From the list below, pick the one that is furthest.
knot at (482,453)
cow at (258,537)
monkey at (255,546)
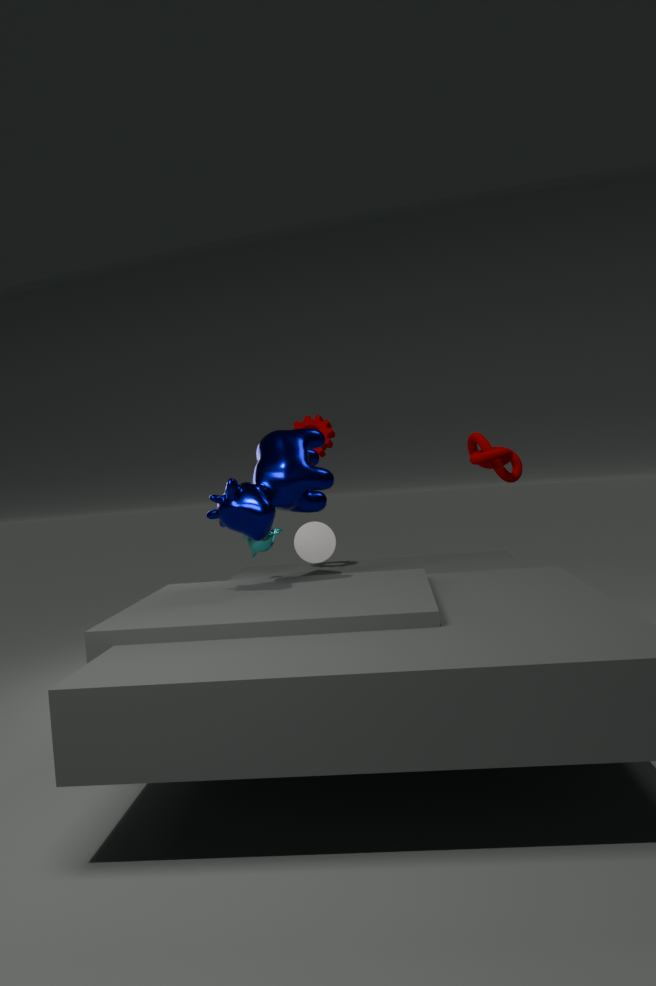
monkey at (255,546)
